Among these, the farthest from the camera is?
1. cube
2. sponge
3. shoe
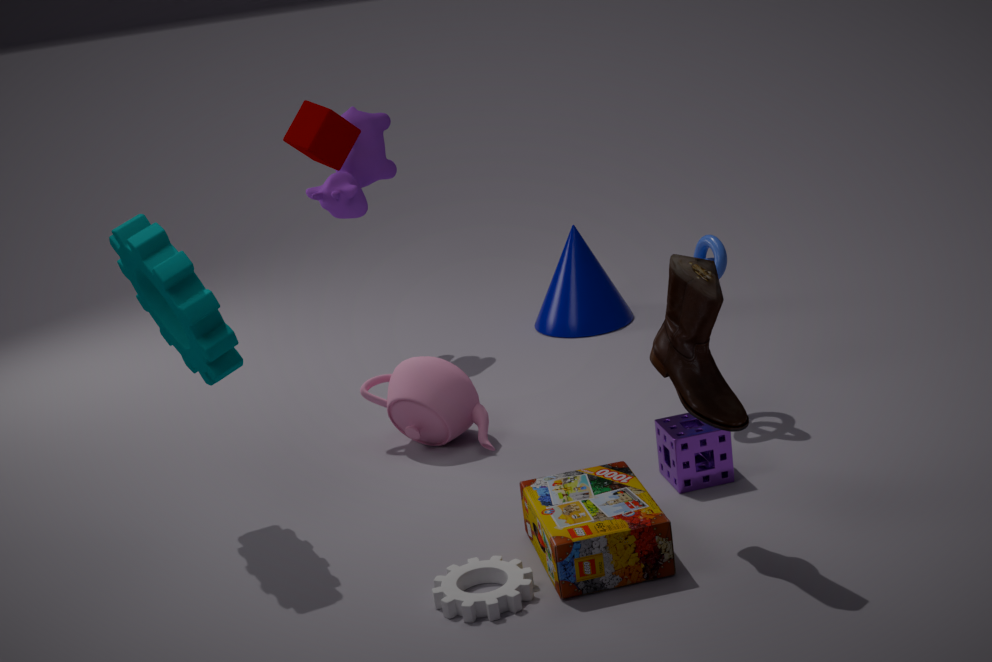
cube
